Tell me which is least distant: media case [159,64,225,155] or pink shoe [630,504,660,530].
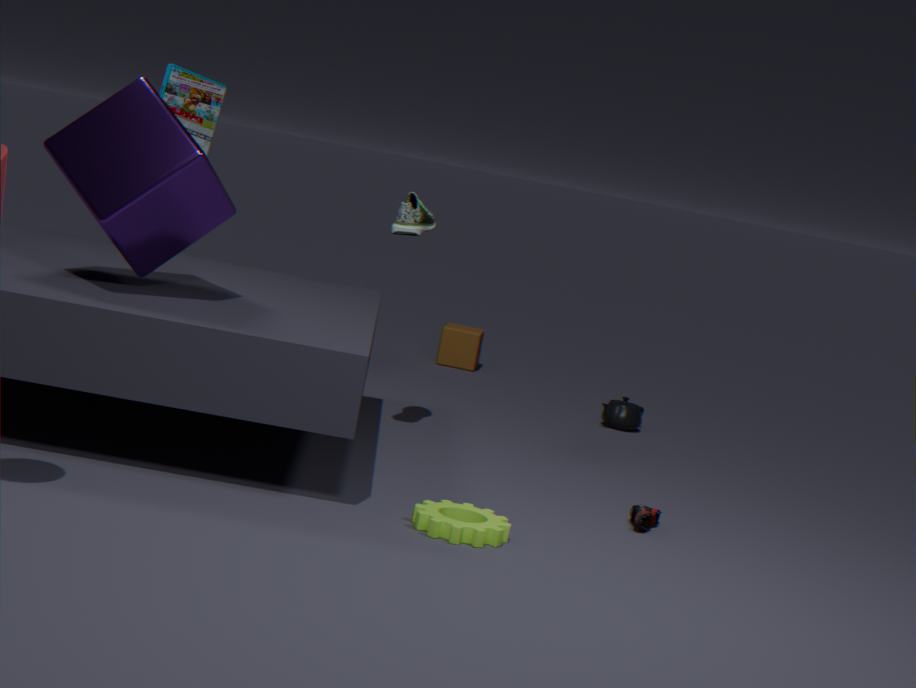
pink shoe [630,504,660,530]
